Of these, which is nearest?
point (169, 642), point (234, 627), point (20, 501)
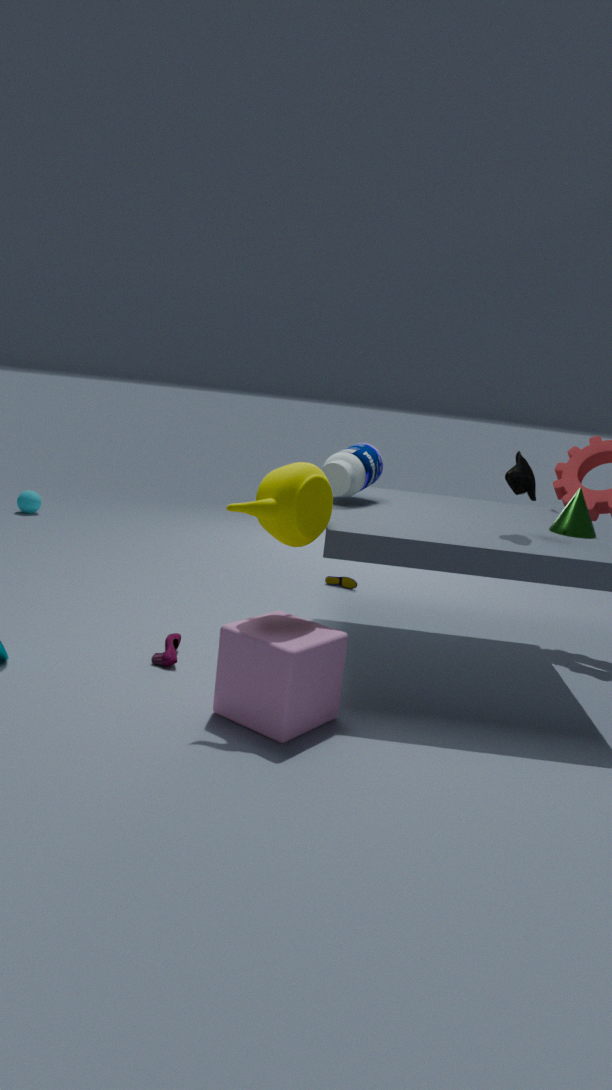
point (234, 627)
